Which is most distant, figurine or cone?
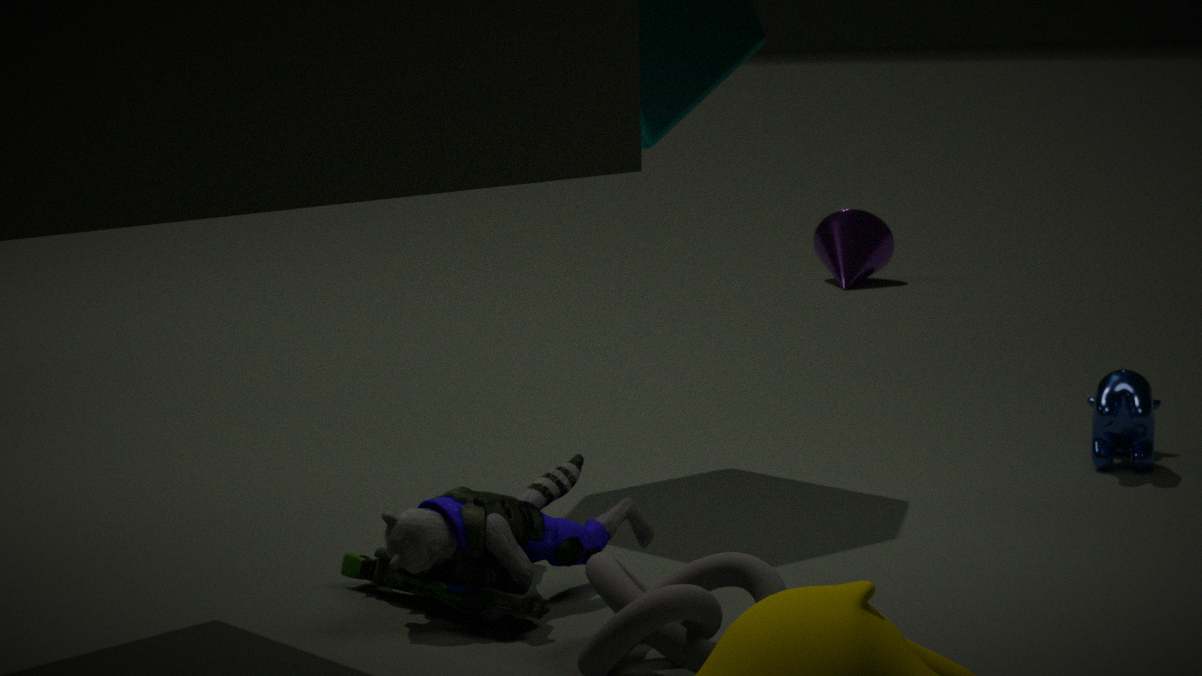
cone
